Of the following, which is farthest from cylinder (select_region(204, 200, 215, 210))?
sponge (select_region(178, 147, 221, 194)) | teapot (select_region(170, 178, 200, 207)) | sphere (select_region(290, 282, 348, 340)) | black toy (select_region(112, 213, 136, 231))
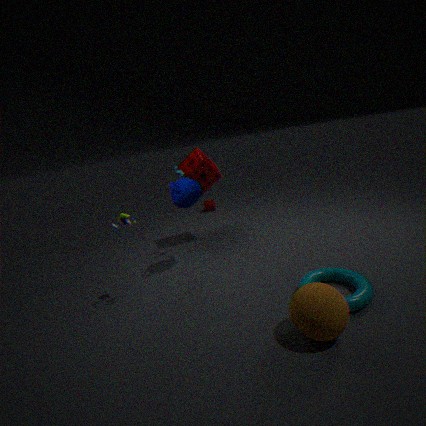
sphere (select_region(290, 282, 348, 340))
